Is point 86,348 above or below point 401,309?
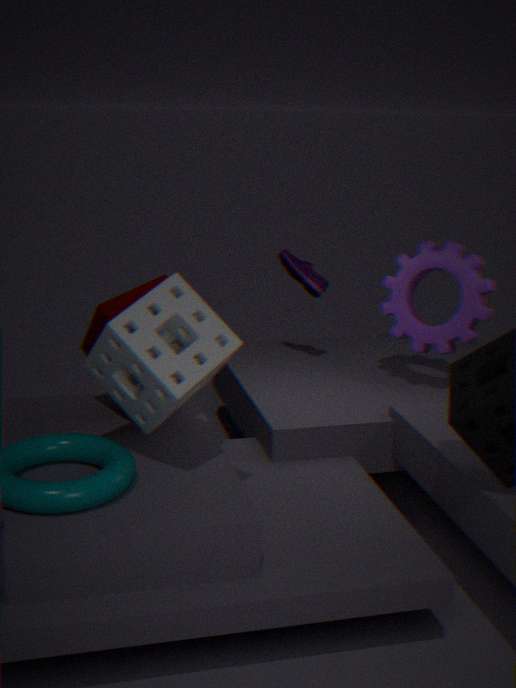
below
